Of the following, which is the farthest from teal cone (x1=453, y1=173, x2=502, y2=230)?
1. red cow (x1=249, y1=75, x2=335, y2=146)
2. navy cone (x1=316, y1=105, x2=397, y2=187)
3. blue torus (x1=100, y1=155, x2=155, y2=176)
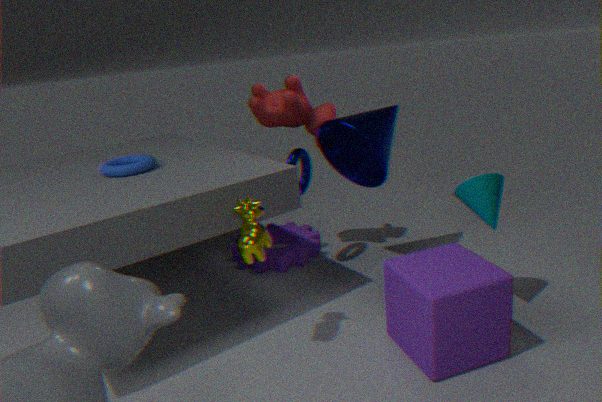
blue torus (x1=100, y1=155, x2=155, y2=176)
